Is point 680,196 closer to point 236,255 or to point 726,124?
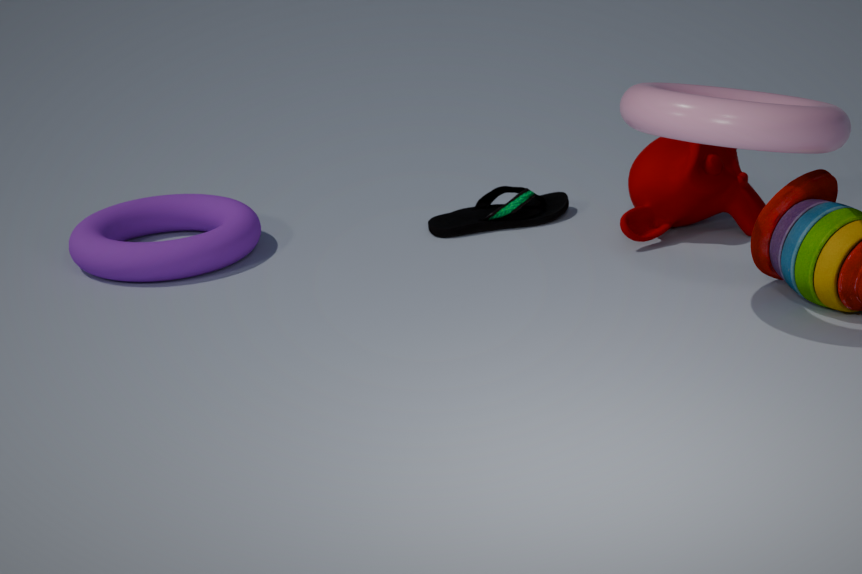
point 726,124
